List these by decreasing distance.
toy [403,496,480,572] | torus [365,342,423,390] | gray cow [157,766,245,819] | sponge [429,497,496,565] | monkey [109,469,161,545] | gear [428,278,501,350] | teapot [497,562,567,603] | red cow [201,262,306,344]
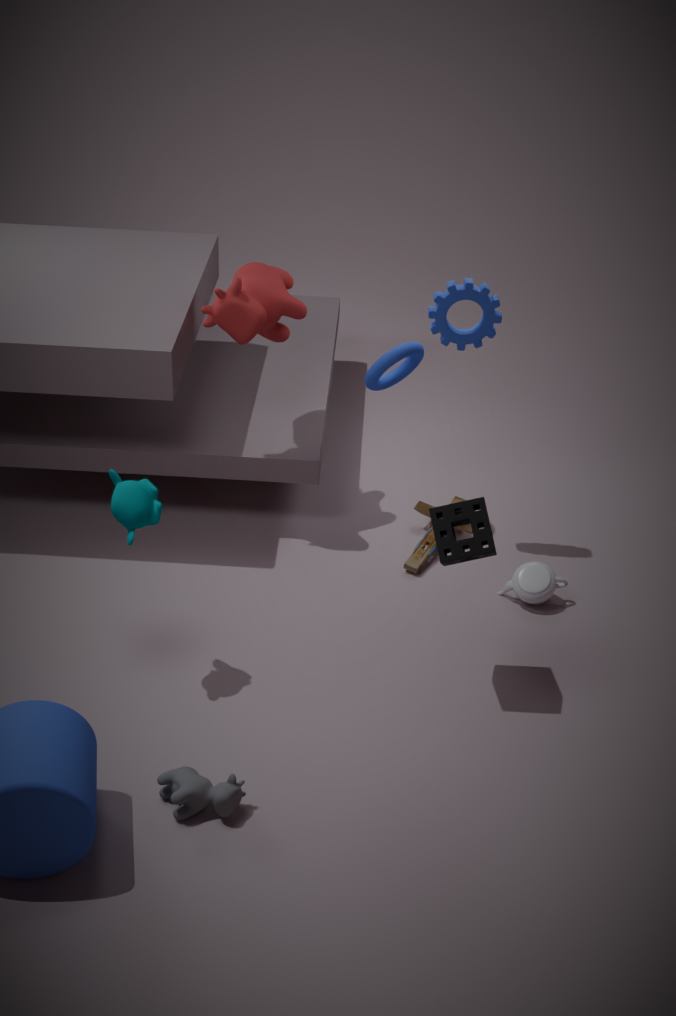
toy [403,496,480,572] → torus [365,342,423,390] → teapot [497,562,567,603] → red cow [201,262,306,344] → gear [428,278,501,350] → sponge [429,497,496,565] → monkey [109,469,161,545] → gray cow [157,766,245,819]
